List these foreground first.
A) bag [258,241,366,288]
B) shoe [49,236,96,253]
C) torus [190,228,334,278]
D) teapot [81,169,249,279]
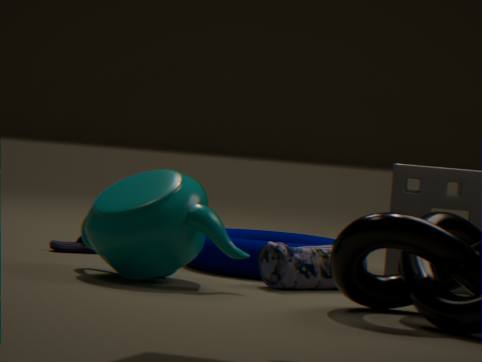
teapot [81,169,249,279]
bag [258,241,366,288]
torus [190,228,334,278]
shoe [49,236,96,253]
